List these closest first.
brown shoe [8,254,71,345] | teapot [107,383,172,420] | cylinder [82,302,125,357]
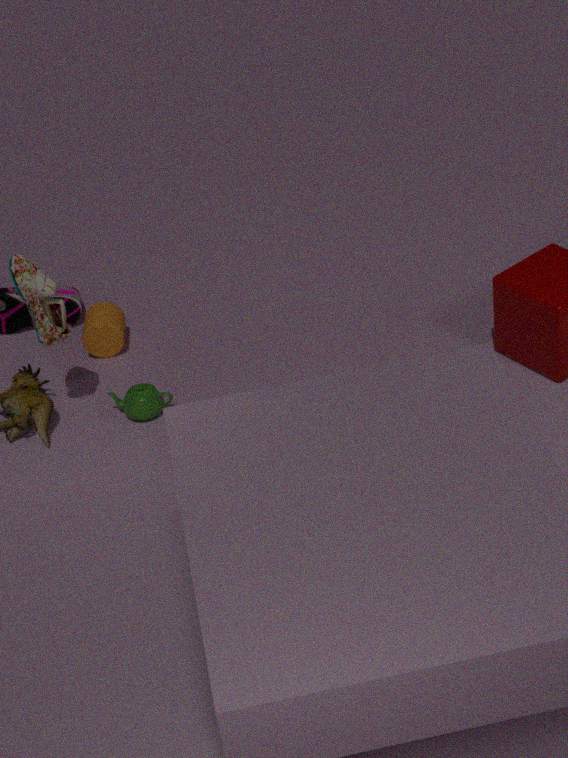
brown shoe [8,254,71,345] → teapot [107,383,172,420] → cylinder [82,302,125,357]
